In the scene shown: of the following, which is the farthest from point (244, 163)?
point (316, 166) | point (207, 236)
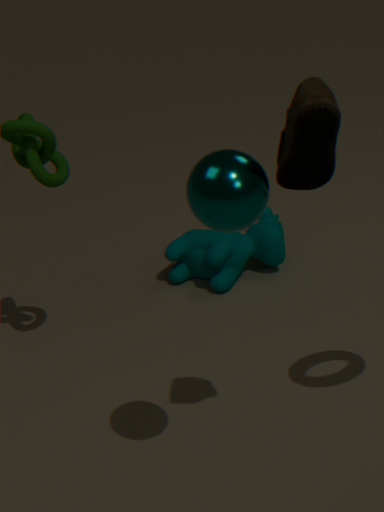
point (207, 236)
